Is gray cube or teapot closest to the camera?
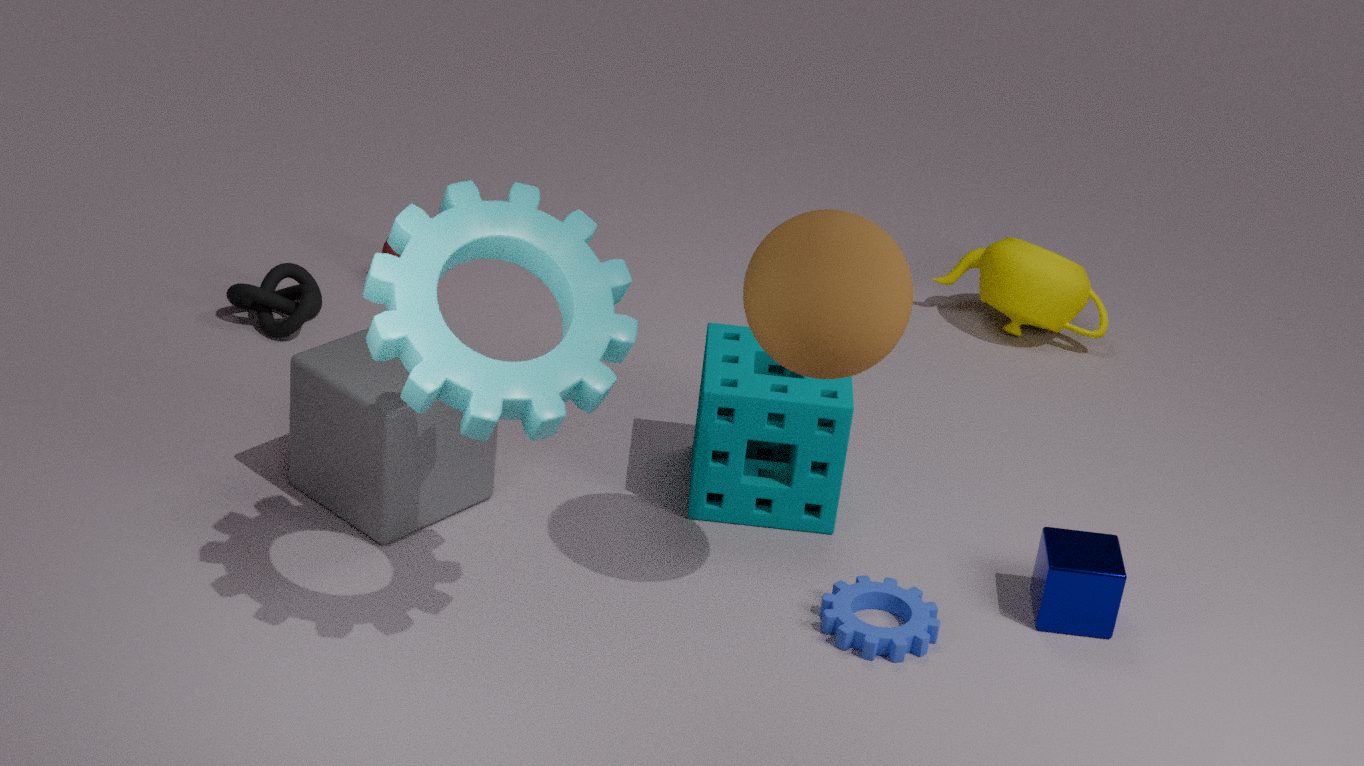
gray cube
